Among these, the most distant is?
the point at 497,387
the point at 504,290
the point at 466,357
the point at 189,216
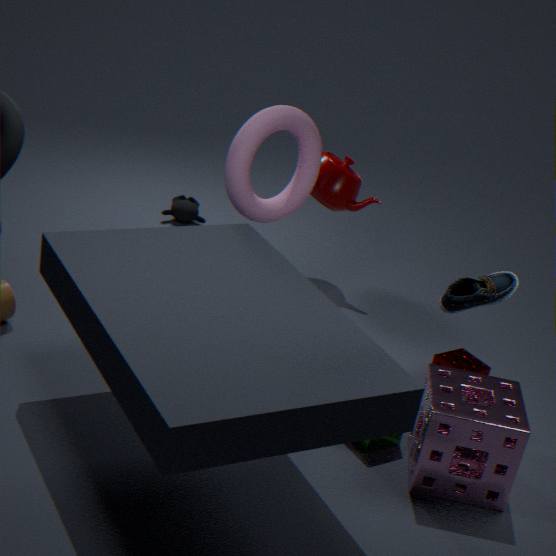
the point at 189,216
